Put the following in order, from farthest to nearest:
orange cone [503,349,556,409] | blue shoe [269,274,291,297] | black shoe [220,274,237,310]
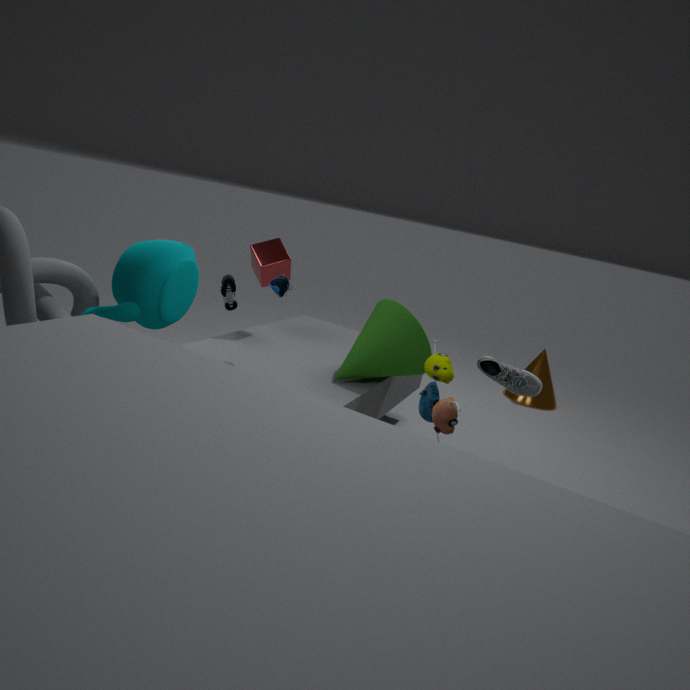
orange cone [503,349,556,409] < black shoe [220,274,237,310] < blue shoe [269,274,291,297]
